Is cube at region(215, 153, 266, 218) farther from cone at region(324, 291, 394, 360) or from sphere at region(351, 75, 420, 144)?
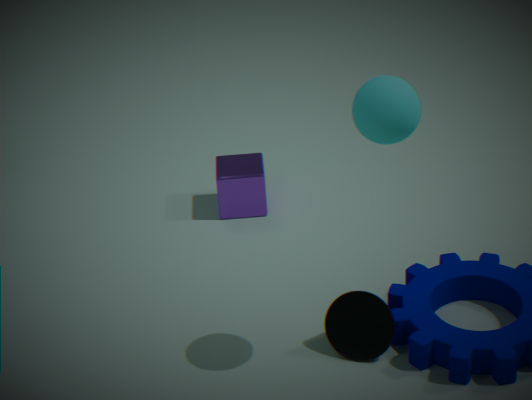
sphere at region(351, 75, 420, 144)
